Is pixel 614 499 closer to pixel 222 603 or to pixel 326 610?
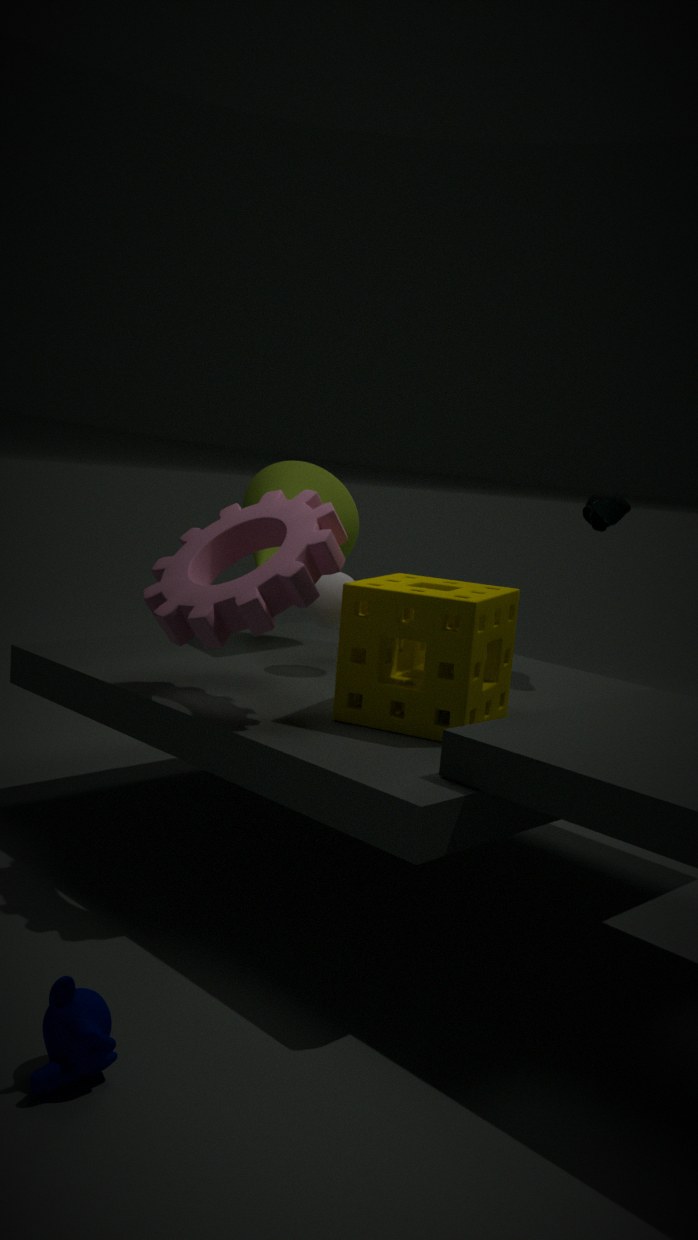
pixel 326 610
